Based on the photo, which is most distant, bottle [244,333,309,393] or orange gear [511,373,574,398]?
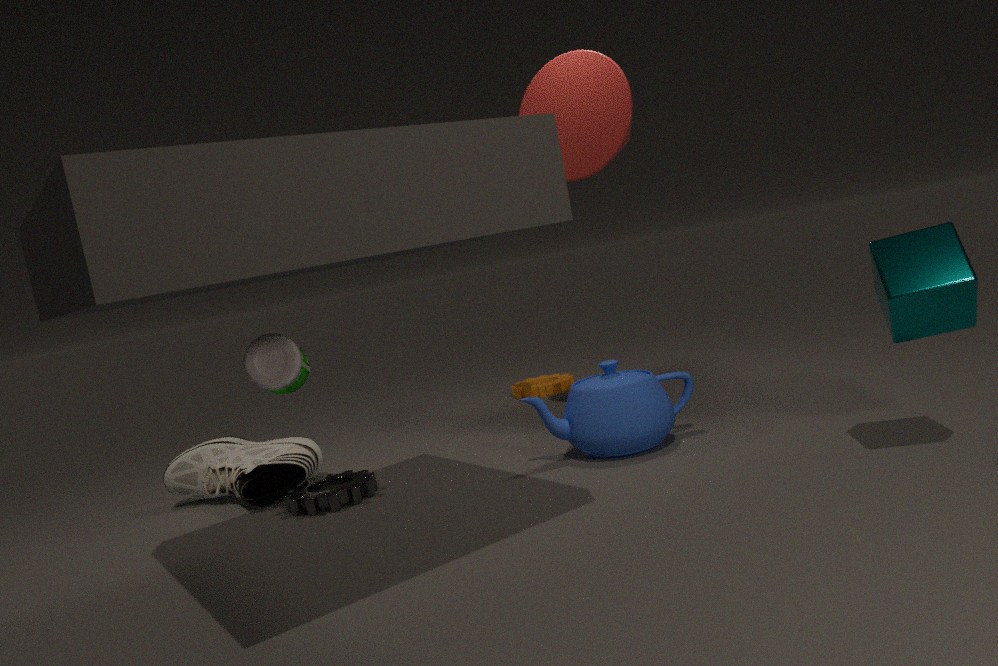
orange gear [511,373,574,398]
